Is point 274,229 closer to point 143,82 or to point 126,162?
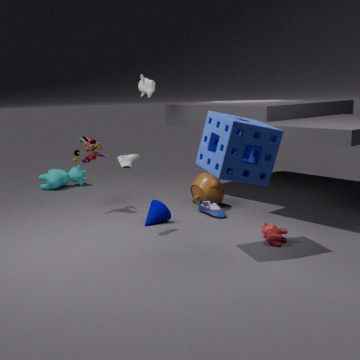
point 126,162
